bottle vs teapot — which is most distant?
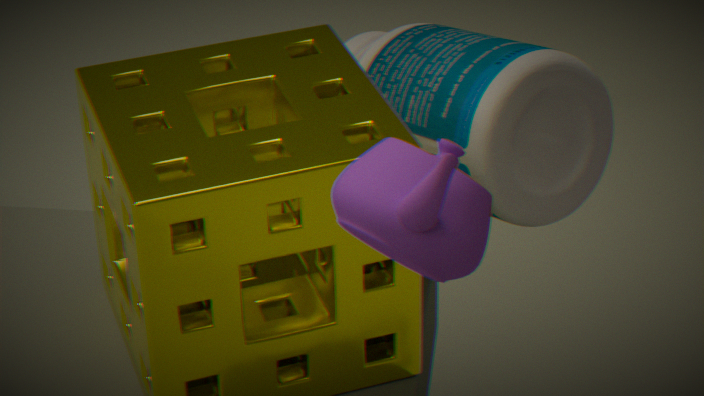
bottle
